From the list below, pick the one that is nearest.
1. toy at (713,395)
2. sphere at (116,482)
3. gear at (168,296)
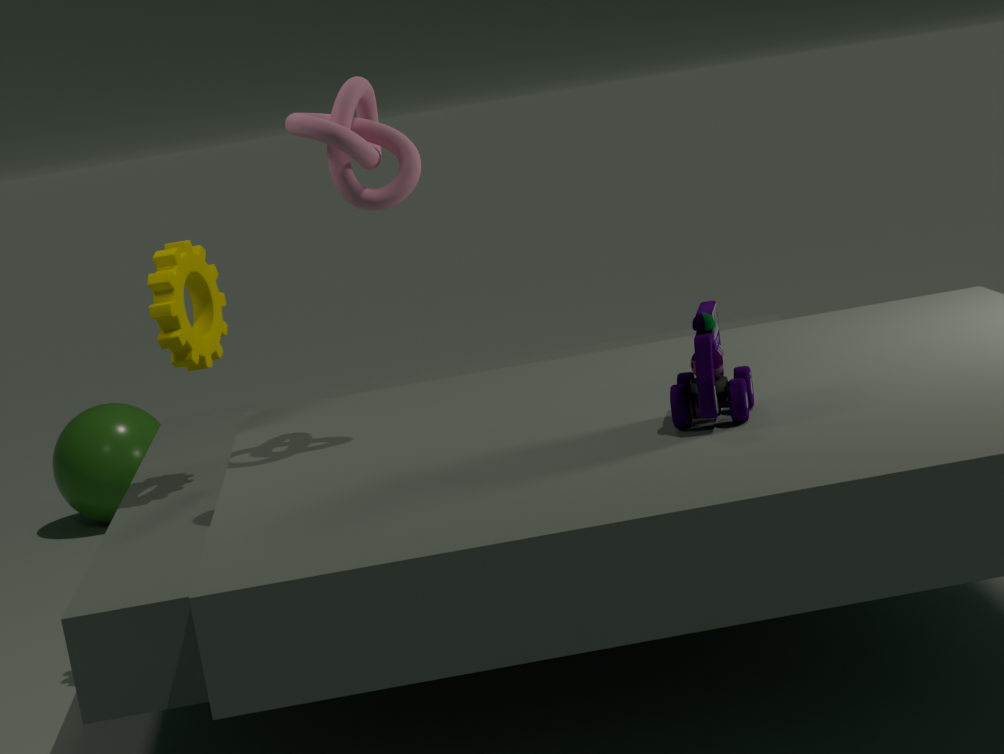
toy at (713,395)
